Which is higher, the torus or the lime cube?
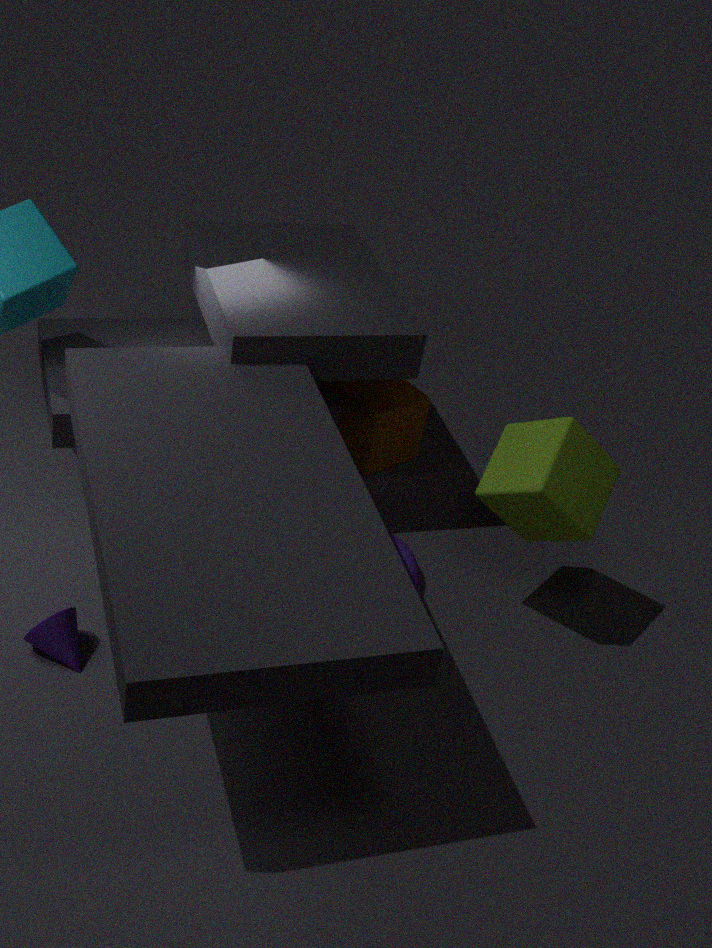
the lime cube
